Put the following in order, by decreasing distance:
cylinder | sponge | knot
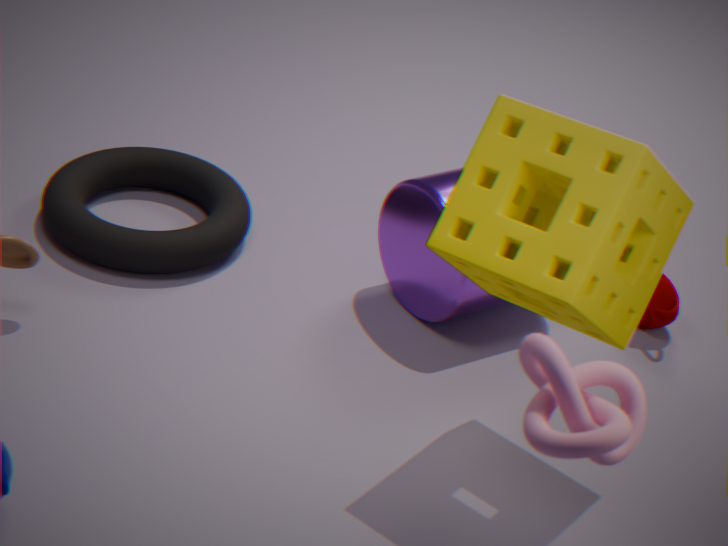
cylinder < sponge < knot
